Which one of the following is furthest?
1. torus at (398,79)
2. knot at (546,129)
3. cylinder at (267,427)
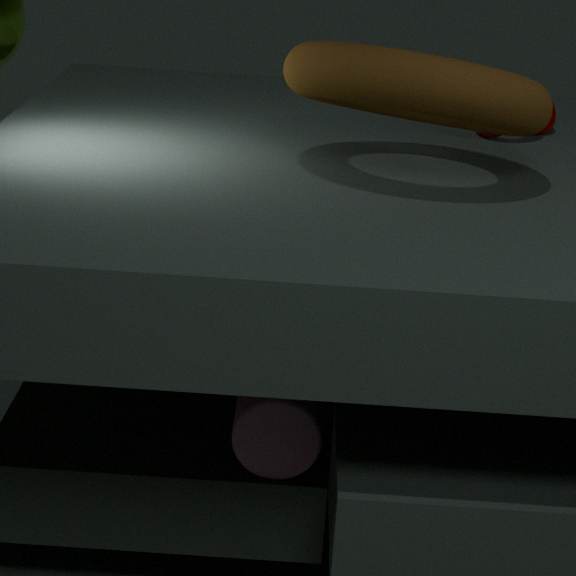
knot at (546,129)
